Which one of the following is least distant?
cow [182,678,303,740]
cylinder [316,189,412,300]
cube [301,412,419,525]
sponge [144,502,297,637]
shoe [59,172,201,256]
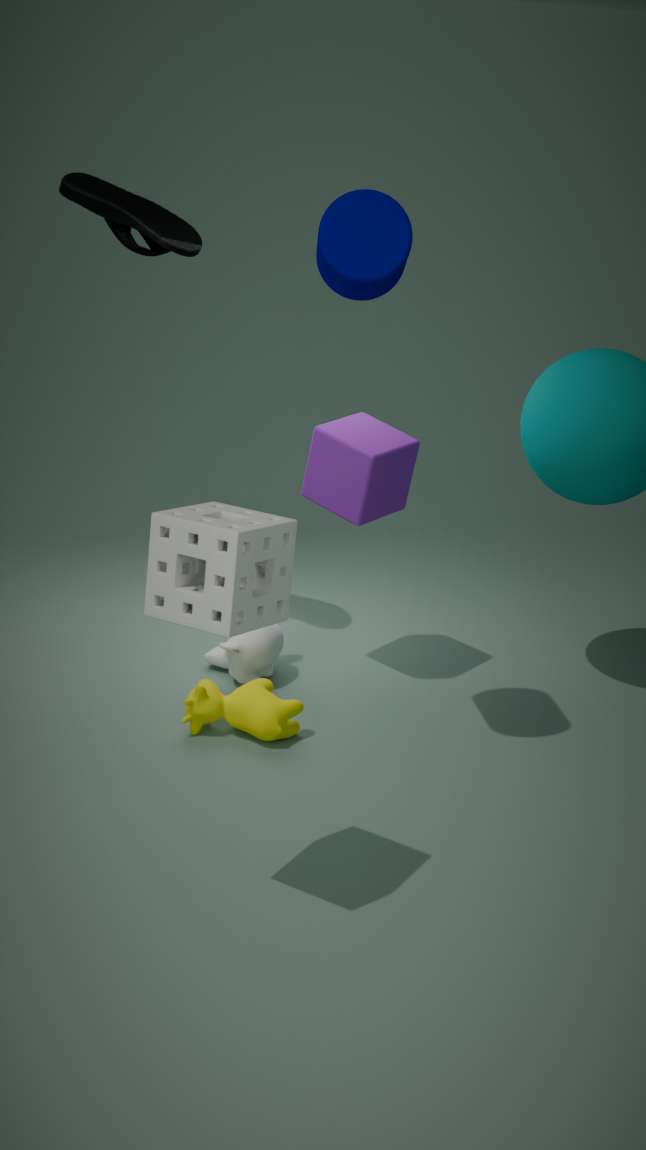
sponge [144,502,297,637]
